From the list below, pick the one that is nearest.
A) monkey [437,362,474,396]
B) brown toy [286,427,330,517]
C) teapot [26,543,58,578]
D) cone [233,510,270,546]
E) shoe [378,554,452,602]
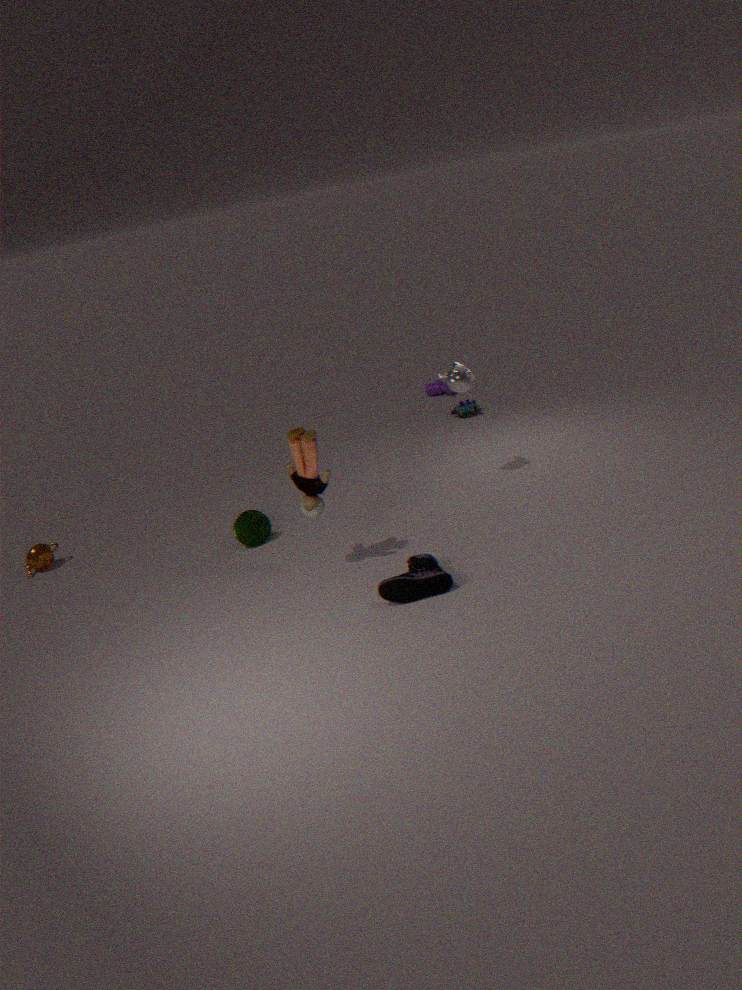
shoe [378,554,452,602]
